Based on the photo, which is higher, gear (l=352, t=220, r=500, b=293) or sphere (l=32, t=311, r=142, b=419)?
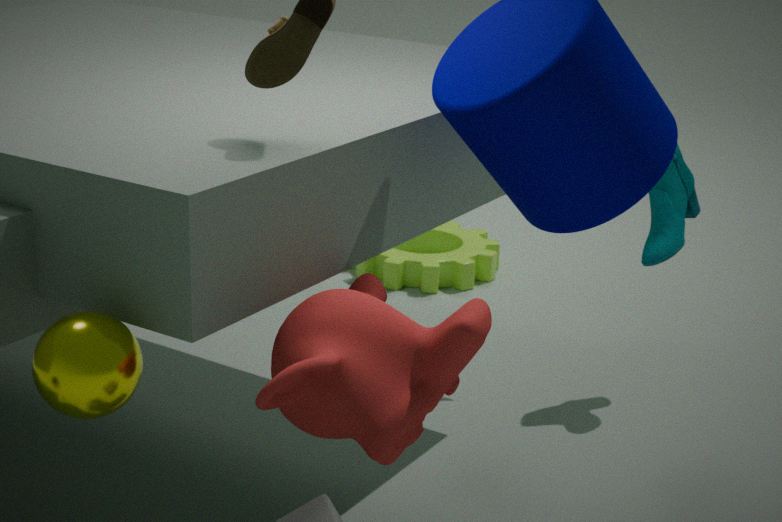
sphere (l=32, t=311, r=142, b=419)
